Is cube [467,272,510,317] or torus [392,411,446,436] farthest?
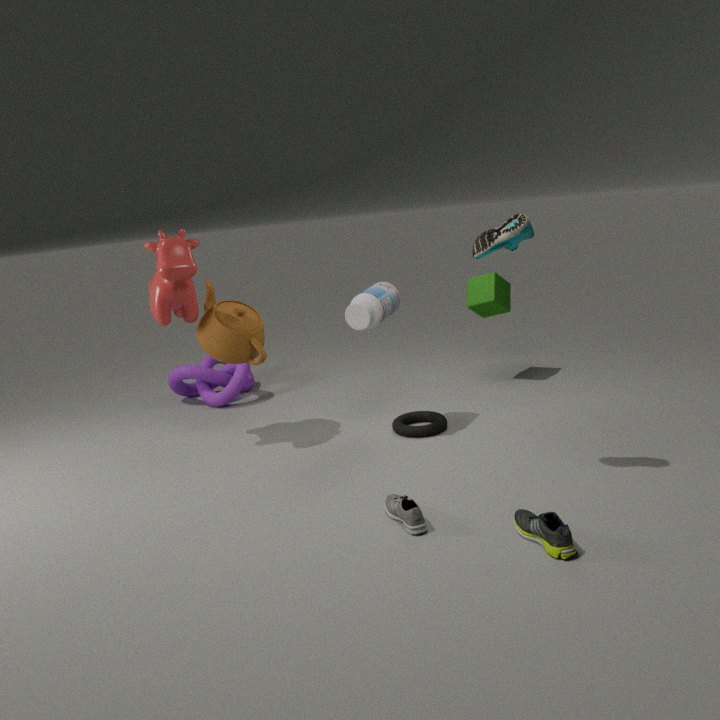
cube [467,272,510,317]
